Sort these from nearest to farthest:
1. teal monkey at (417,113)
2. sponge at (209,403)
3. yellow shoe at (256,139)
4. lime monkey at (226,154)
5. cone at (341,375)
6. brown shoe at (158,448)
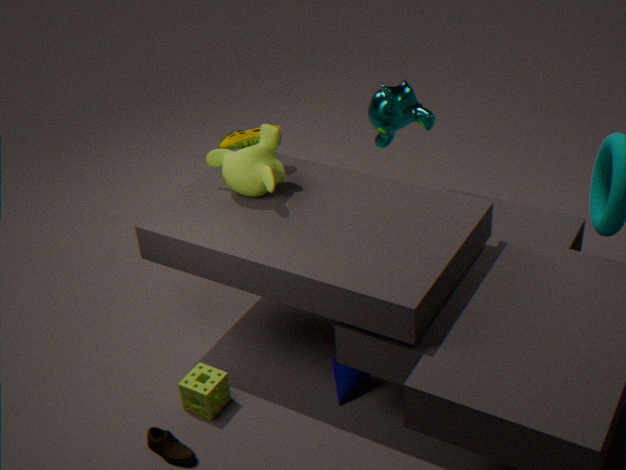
brown shoe at (158,448), sponge at (209,403), cone at (341,375), lime monkey at (226,154), yellow shoe at (256,139), teal monkey at (417,113)
